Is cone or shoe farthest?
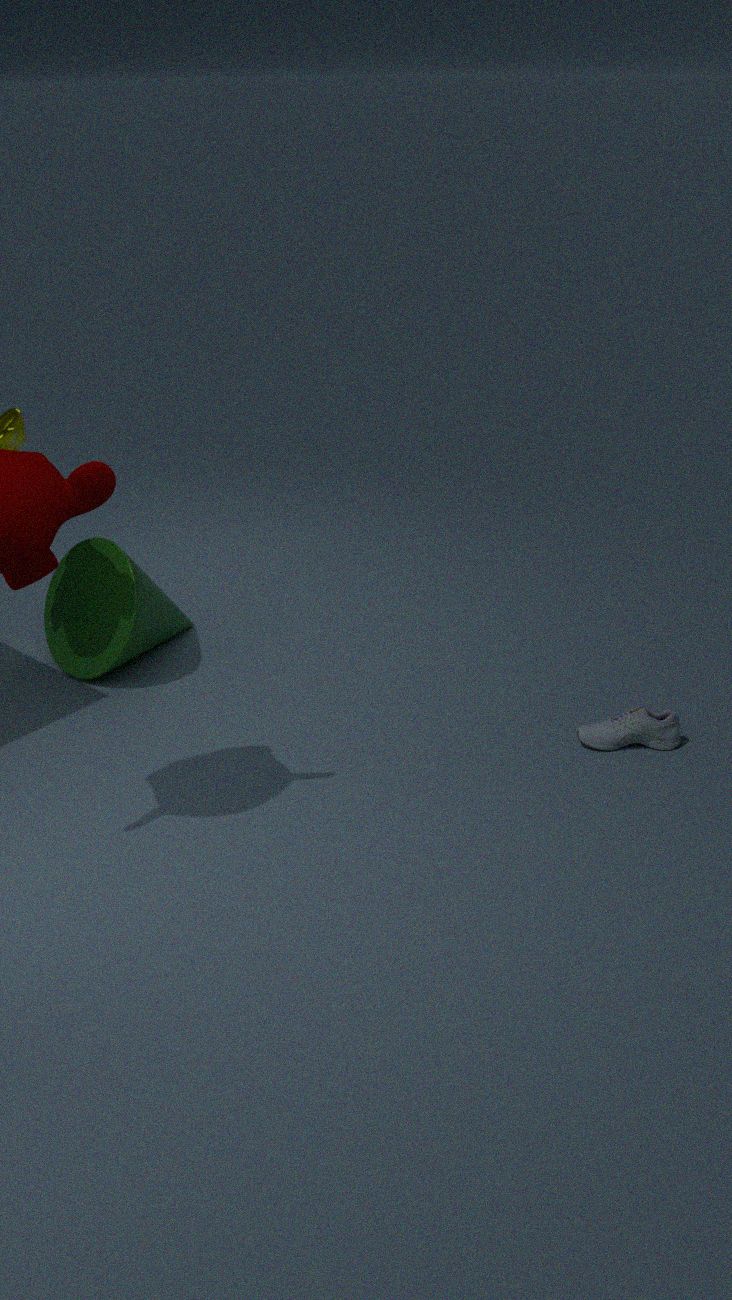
cone
